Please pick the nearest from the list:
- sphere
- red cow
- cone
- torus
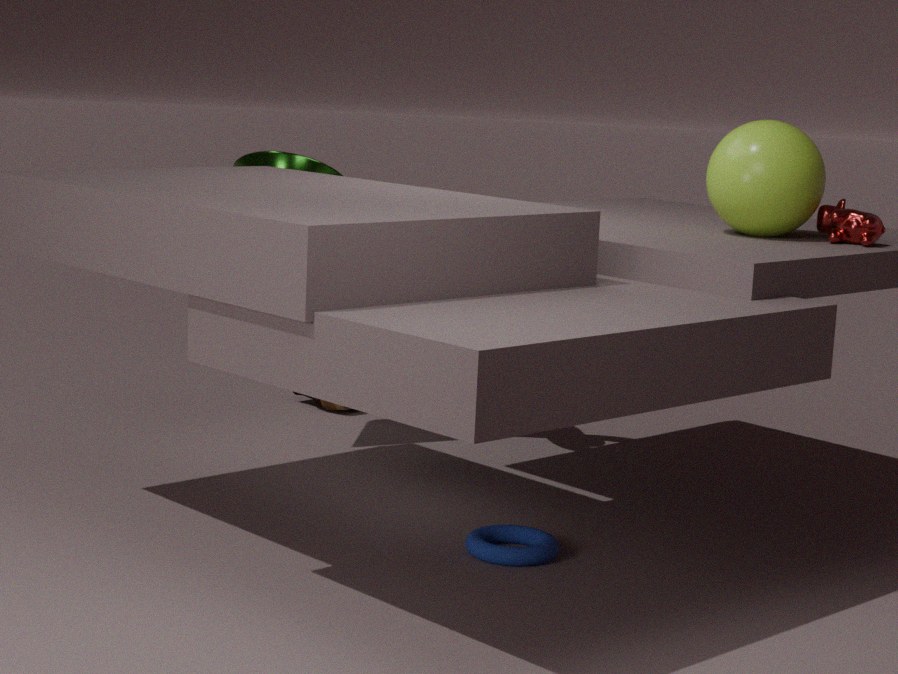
torus
